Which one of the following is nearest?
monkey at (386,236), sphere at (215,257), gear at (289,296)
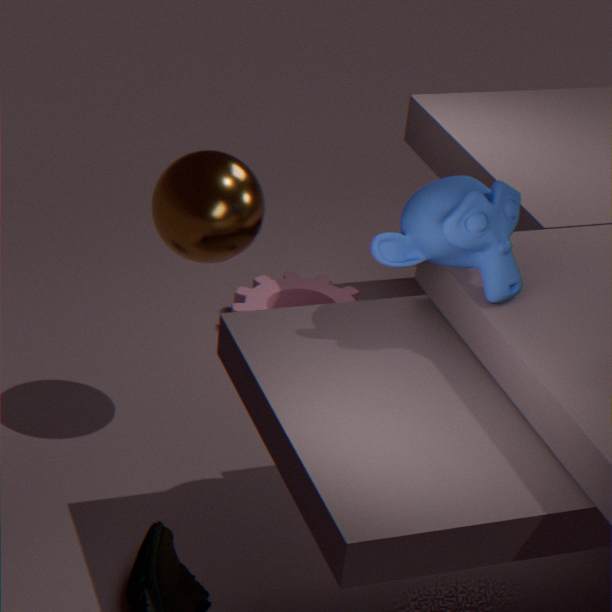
monkey at (386,236)
